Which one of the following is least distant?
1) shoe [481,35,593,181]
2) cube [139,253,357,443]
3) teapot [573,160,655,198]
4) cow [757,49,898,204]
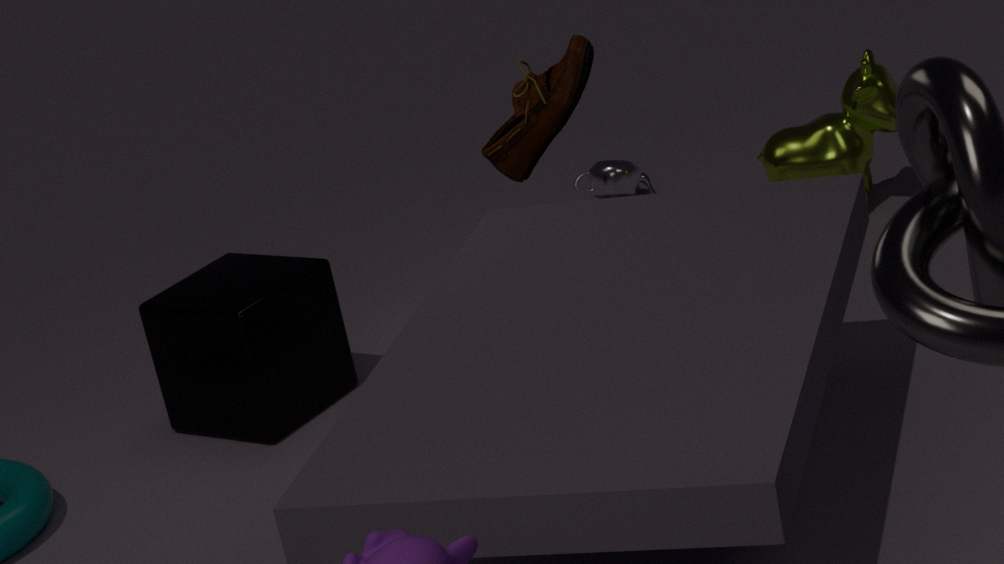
1. shoe [481,35,593,181]
